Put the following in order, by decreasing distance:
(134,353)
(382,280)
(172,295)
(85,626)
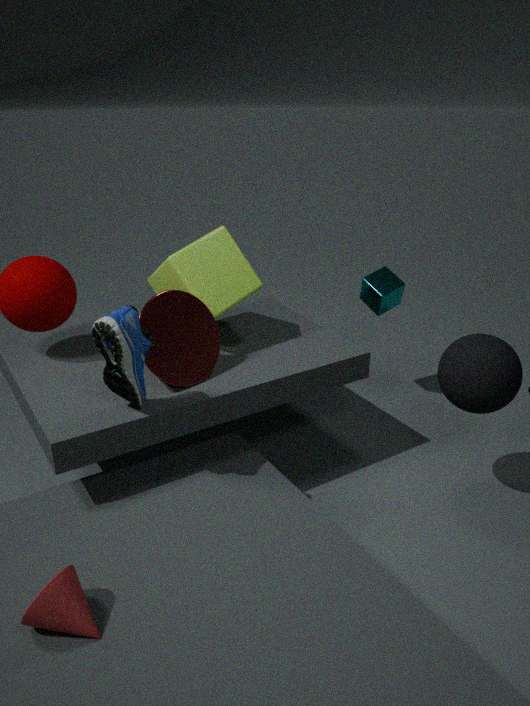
(382,280), (172,295), (134,353), (85,626)
